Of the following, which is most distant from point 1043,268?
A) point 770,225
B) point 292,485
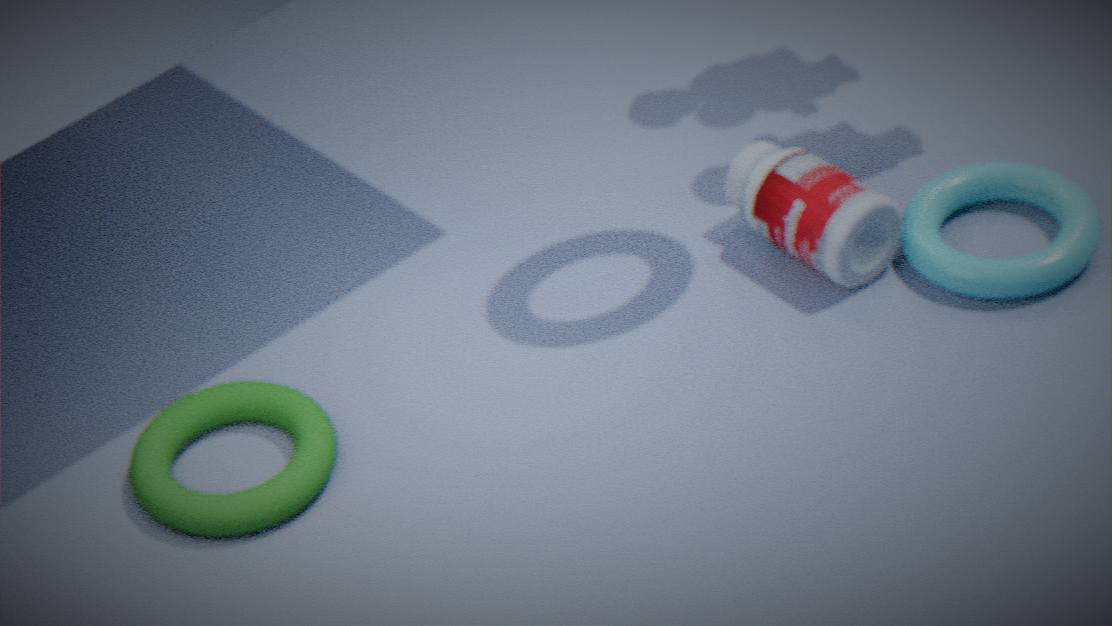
point 292,485
